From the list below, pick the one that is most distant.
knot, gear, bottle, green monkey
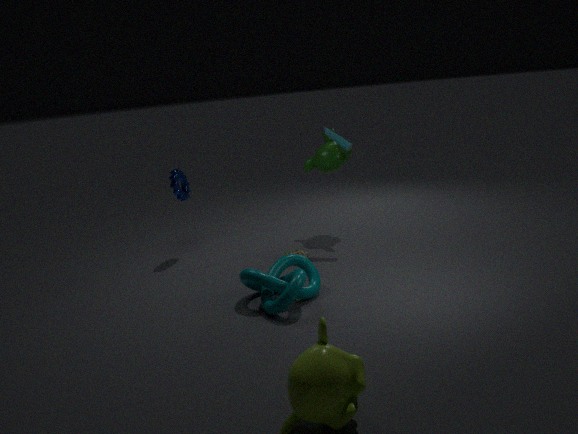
green monkey
